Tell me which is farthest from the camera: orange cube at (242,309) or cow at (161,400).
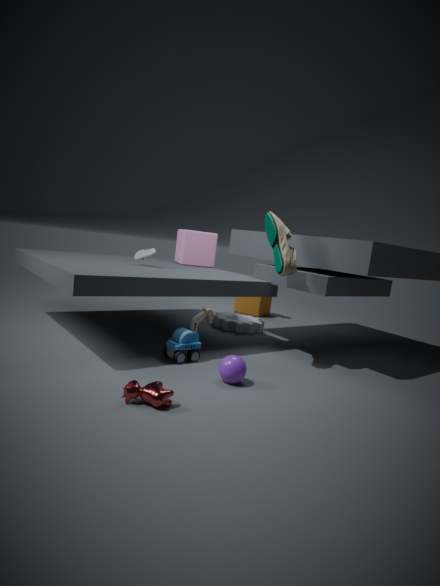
orange cube at (242,309)
